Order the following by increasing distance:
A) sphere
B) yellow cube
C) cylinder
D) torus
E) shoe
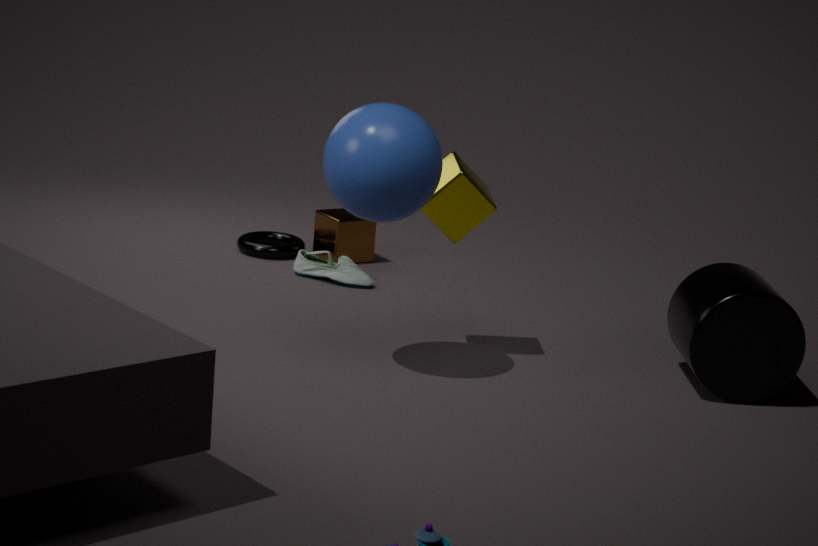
sphere, cylinder, yellow cube, shoe, torus
